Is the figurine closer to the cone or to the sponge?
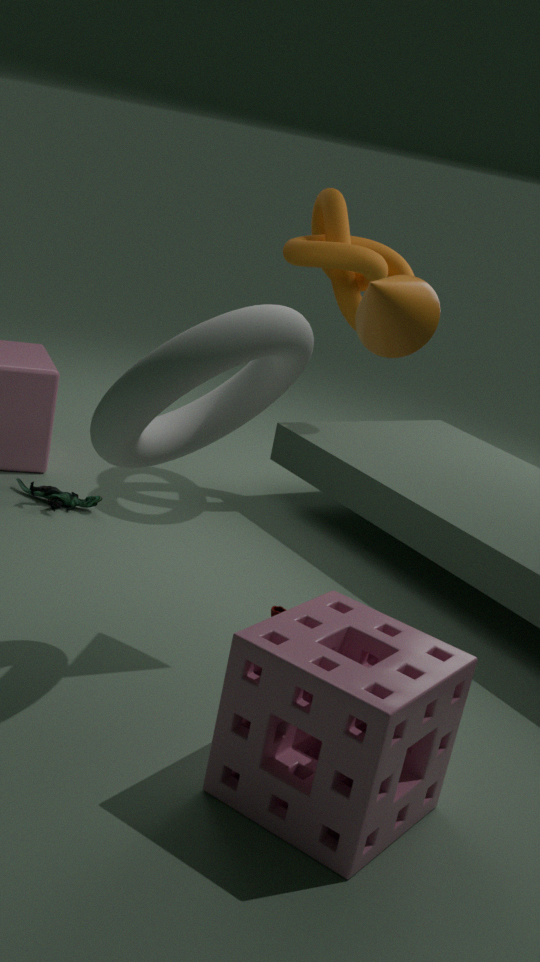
the cone
